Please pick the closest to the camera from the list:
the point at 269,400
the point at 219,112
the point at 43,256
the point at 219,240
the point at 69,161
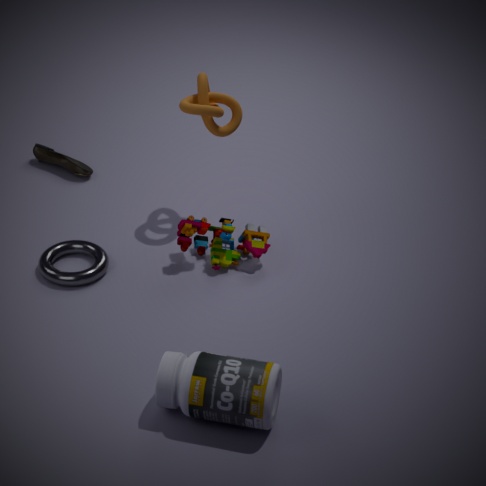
the point at 269,400
